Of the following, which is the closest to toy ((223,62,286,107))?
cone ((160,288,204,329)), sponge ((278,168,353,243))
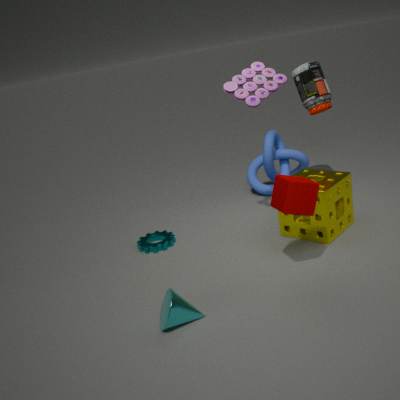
sponge ((278,168,353,243))
